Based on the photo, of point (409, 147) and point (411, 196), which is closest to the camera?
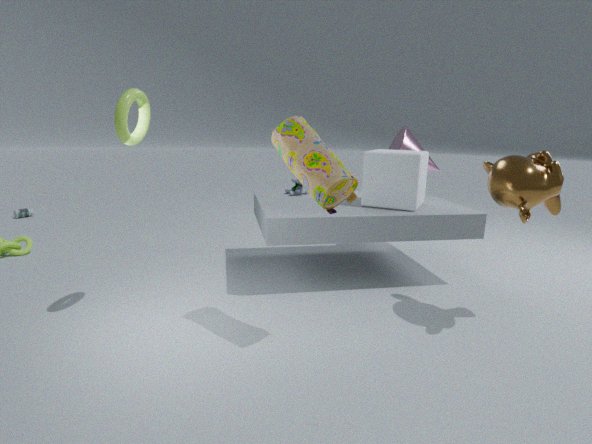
point (411, 196)
